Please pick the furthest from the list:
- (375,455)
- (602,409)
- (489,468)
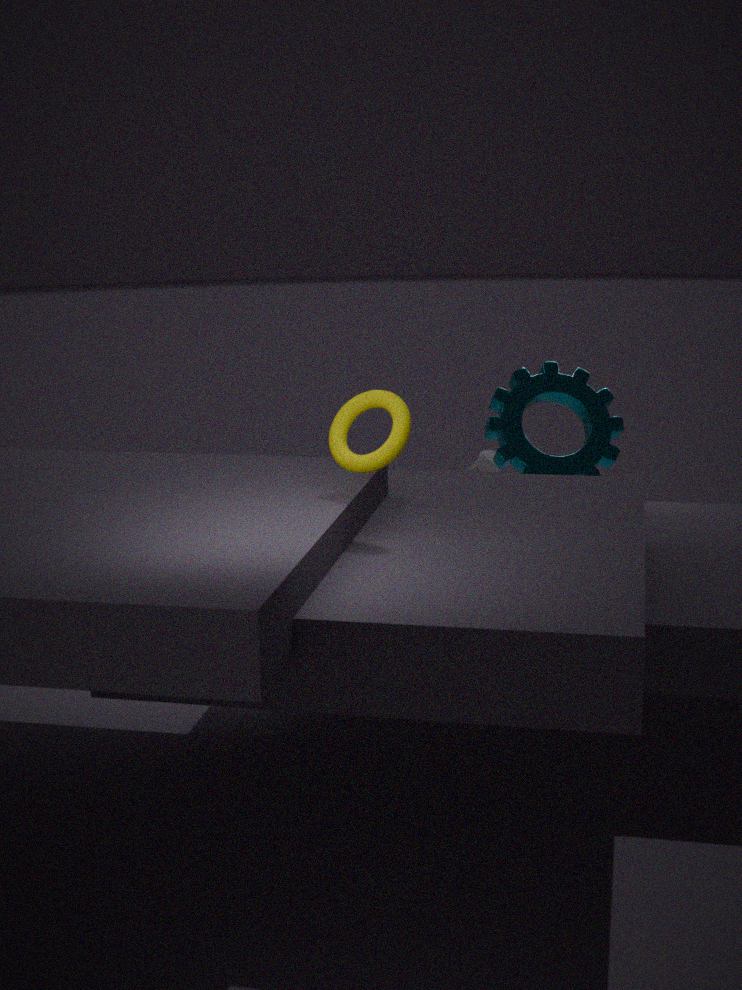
(489,468)
